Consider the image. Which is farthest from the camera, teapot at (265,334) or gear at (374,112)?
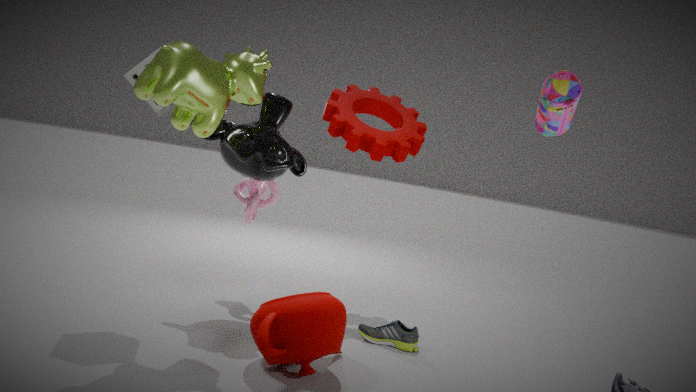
gear at (374,112)
